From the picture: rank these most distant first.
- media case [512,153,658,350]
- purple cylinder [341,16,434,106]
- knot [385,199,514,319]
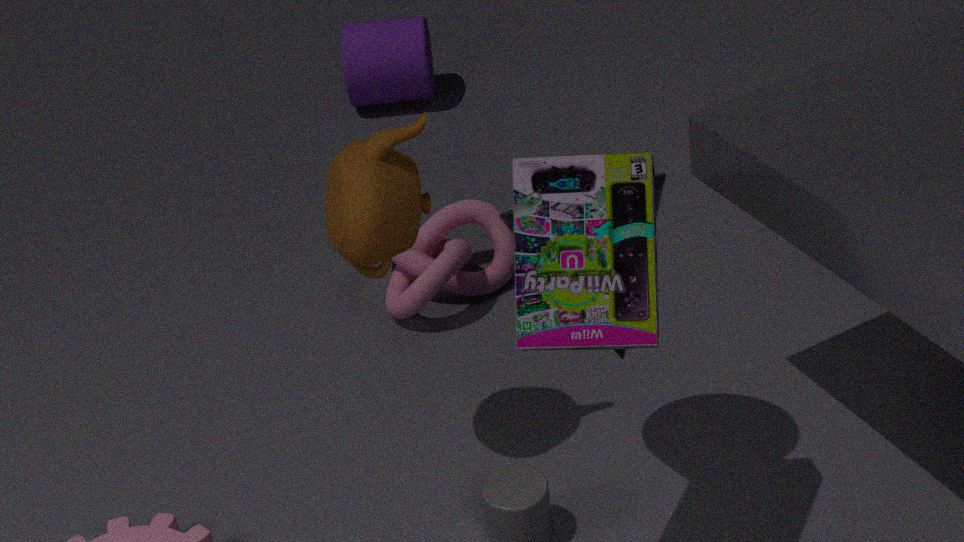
purple cylinder [341,16,434,106] → knot [385,199,514,319] → media case [512,153,658,350]
